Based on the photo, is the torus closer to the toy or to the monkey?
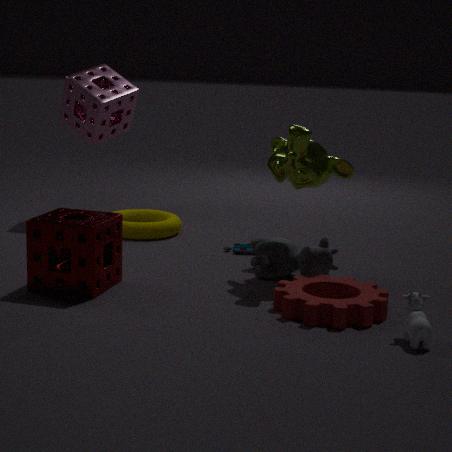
the toy
